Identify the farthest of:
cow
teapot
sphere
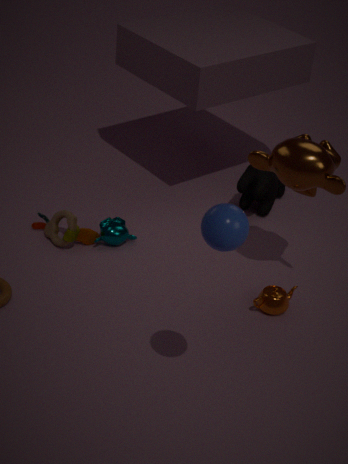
cow
